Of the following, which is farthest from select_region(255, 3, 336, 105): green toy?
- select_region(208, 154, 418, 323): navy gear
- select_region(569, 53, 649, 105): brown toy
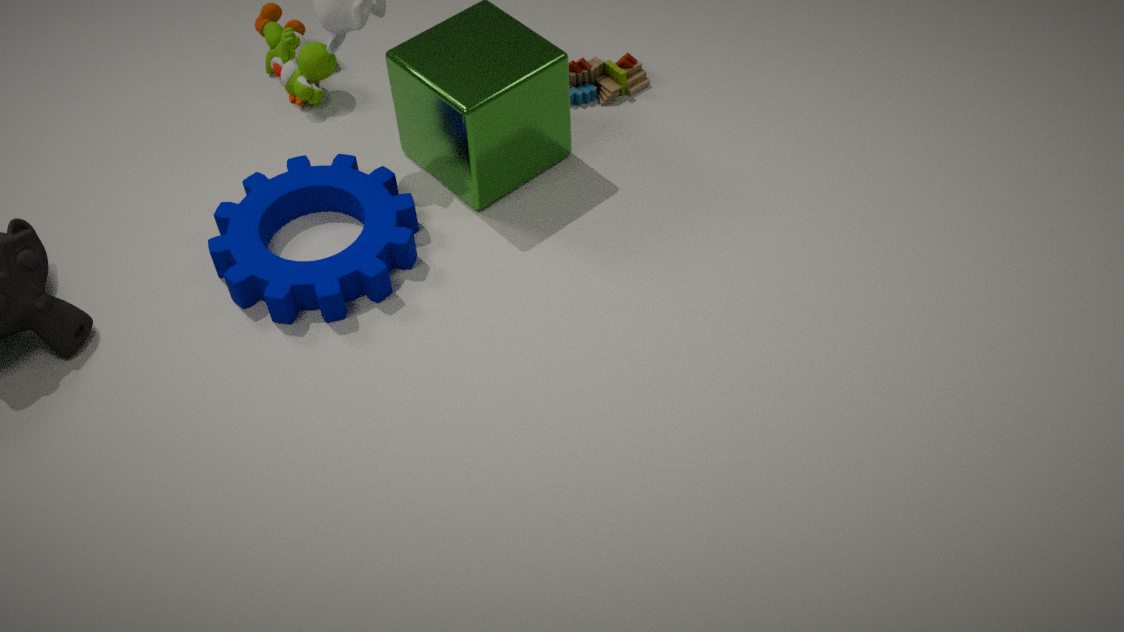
select_region(569, 53, 649, 105): brown toy
